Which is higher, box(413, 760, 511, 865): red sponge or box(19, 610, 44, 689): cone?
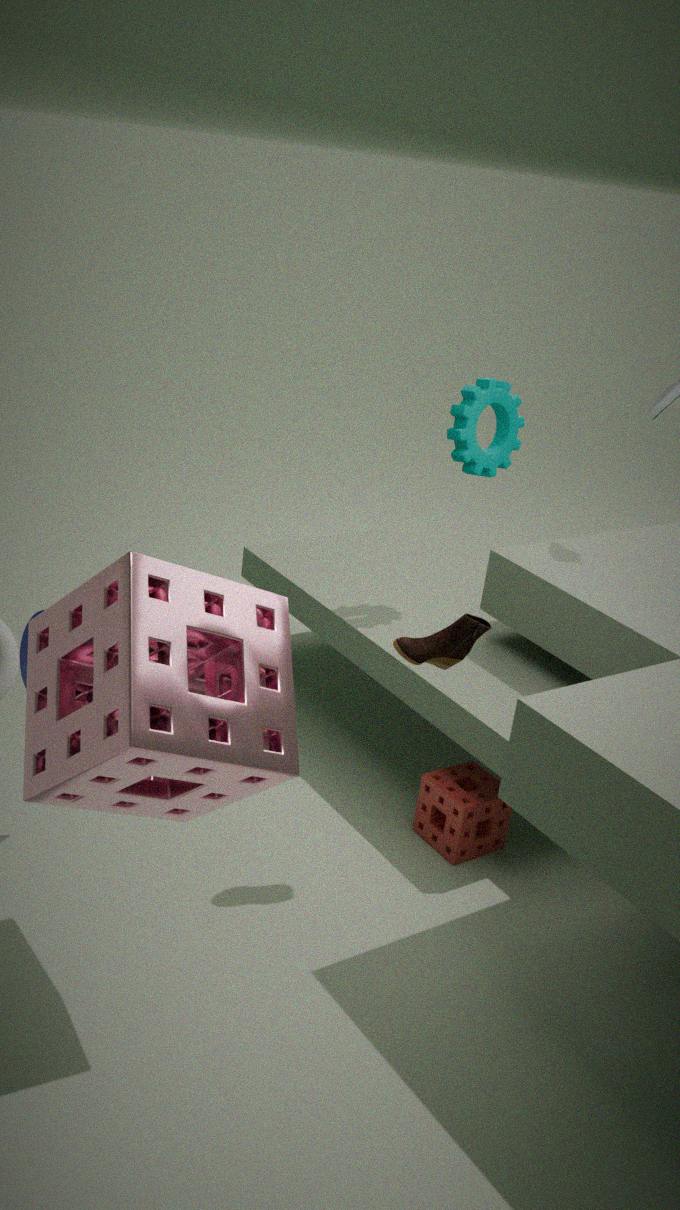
box(19, 610, 44, 689): cone
